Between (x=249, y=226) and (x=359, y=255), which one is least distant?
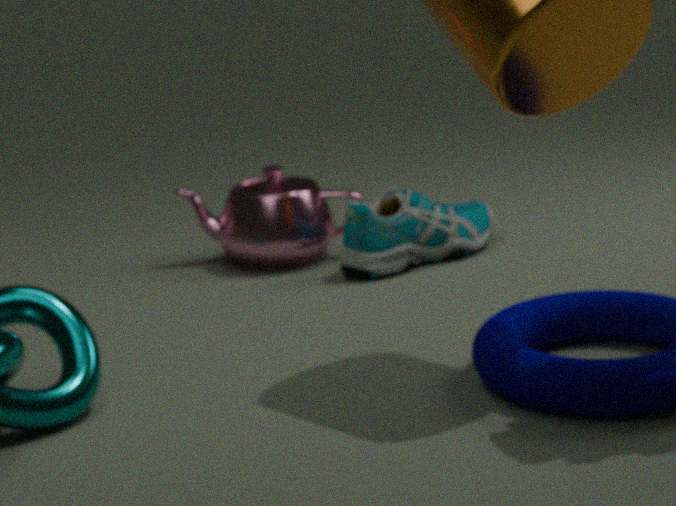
(x=359, y=255)
